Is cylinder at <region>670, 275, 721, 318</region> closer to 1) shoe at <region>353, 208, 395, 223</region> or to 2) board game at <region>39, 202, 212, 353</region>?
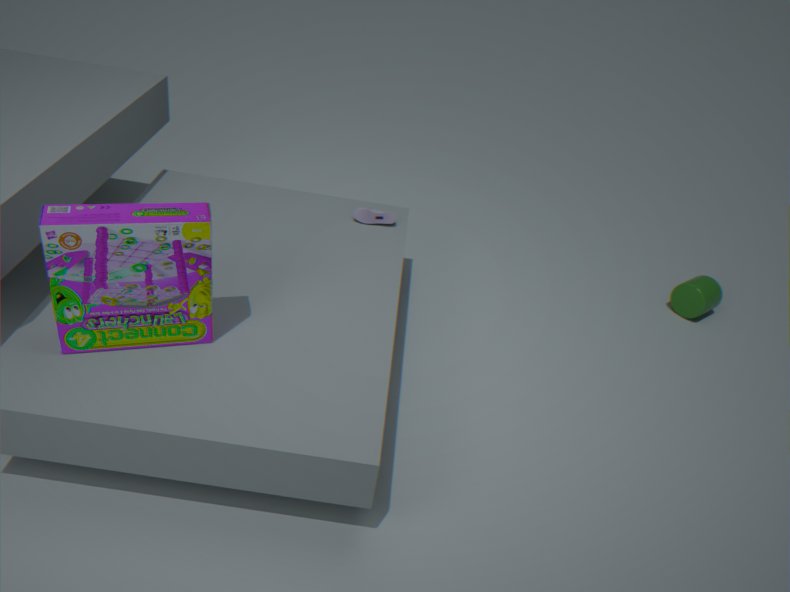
1) shoe at <region>353, 208, 395, 223</region>
